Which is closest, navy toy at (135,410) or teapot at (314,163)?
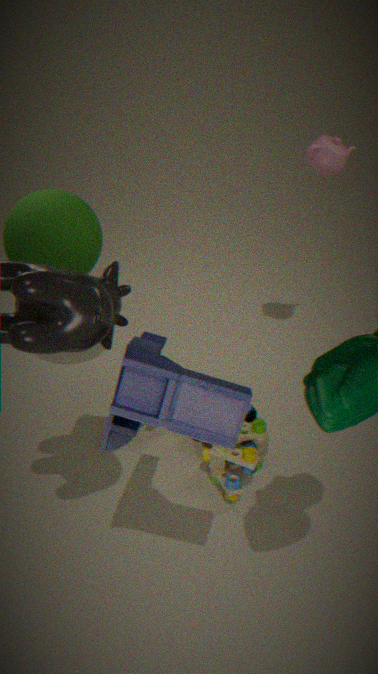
navy toy at (135,410)
